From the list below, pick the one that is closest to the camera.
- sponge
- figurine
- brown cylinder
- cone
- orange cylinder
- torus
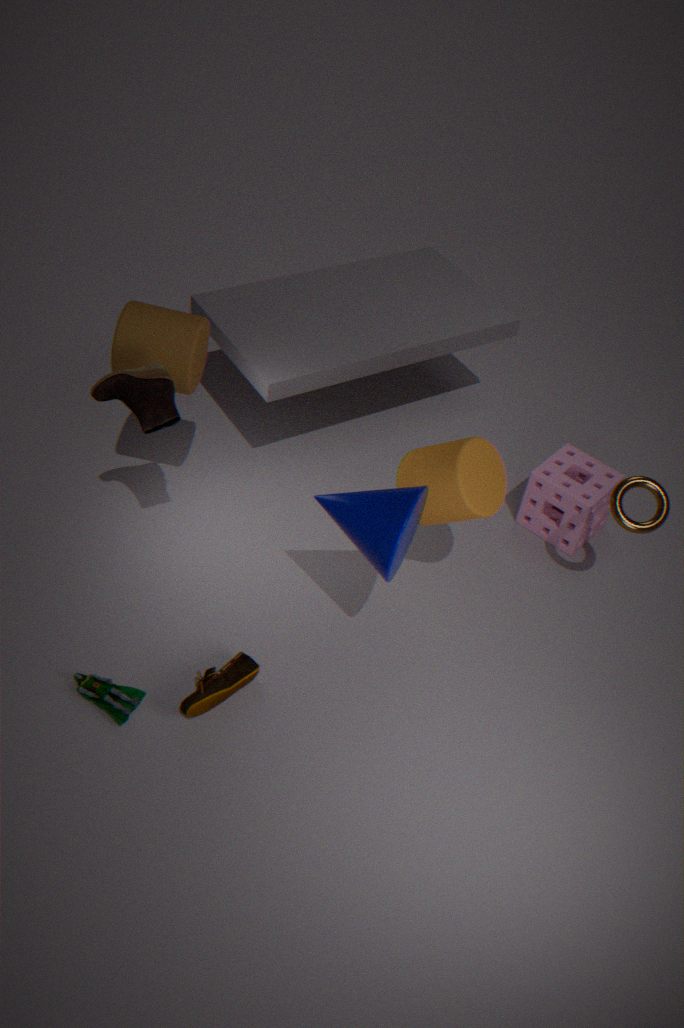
cone
